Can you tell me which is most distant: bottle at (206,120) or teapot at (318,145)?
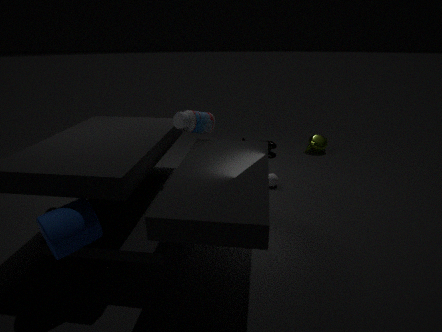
teapot at (318,145)
